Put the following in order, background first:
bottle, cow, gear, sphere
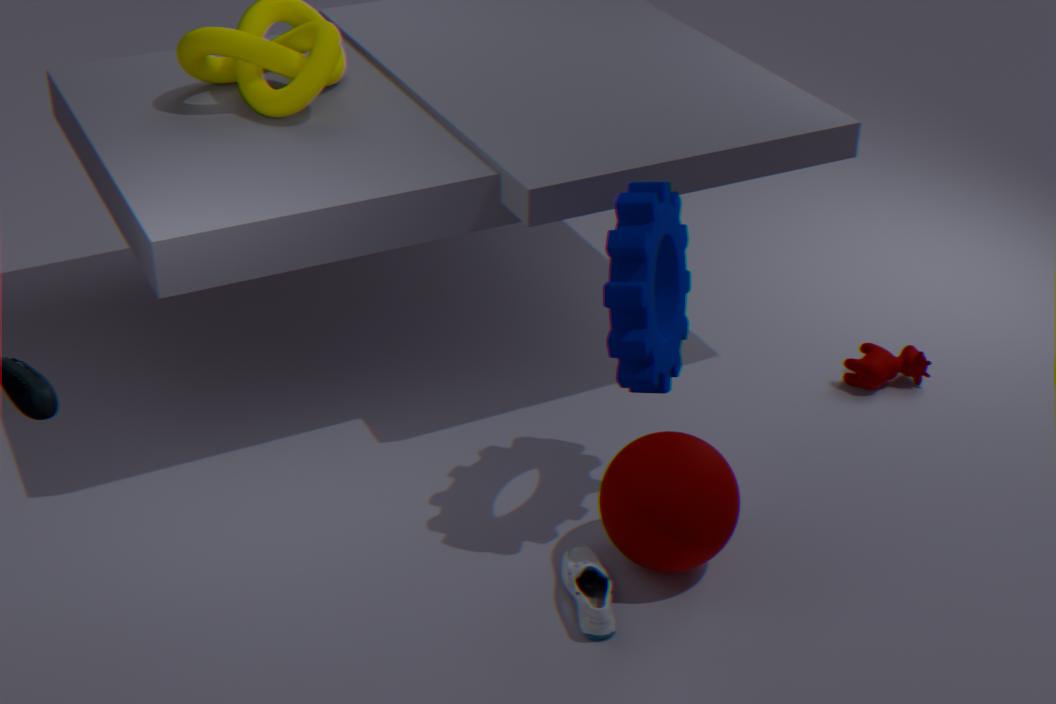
cow, sphere, gear, bottle
